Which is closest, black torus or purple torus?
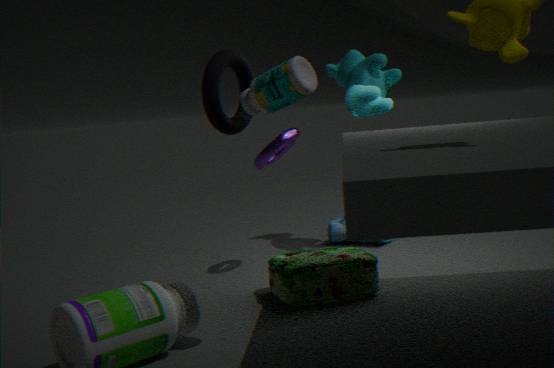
black torus
